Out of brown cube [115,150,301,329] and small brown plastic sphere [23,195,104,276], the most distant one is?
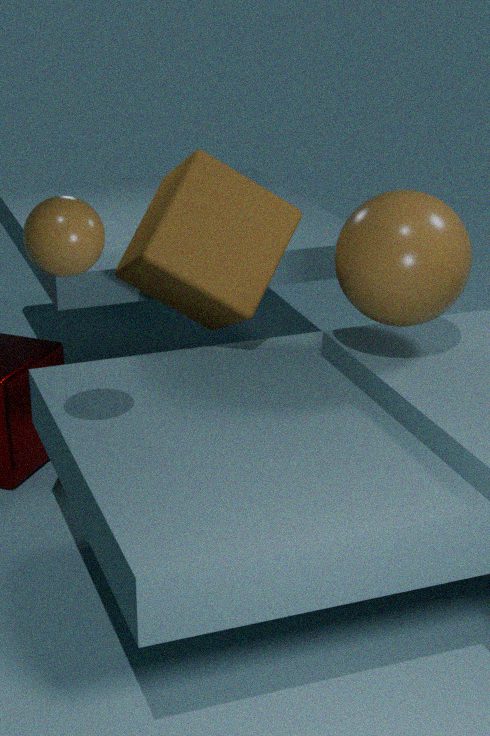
brown cube [115,150,301,329]
